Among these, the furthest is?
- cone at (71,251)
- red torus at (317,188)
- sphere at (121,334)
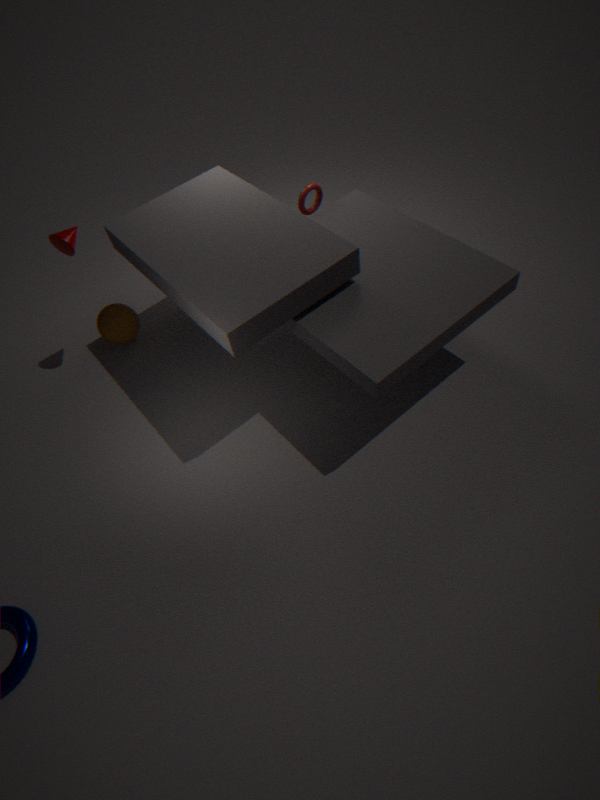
sphere at (121,334)
